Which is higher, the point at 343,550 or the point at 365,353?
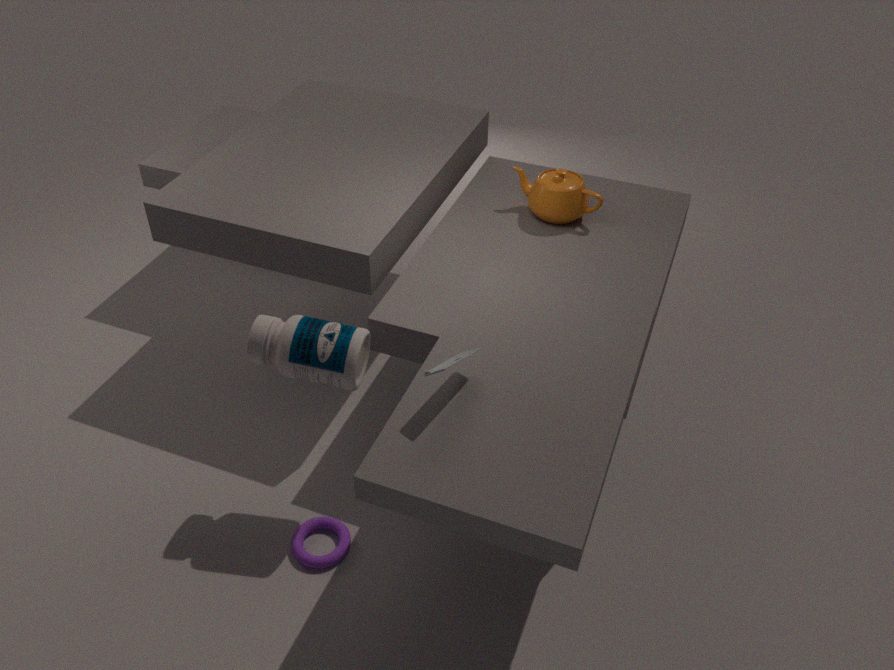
the point at 365,353
